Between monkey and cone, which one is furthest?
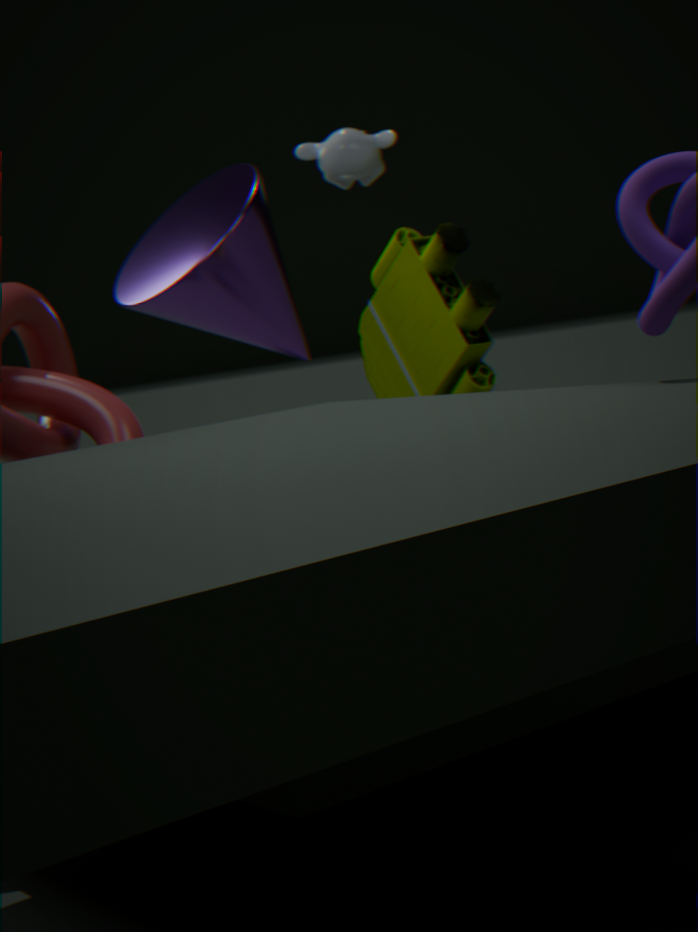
monkey
